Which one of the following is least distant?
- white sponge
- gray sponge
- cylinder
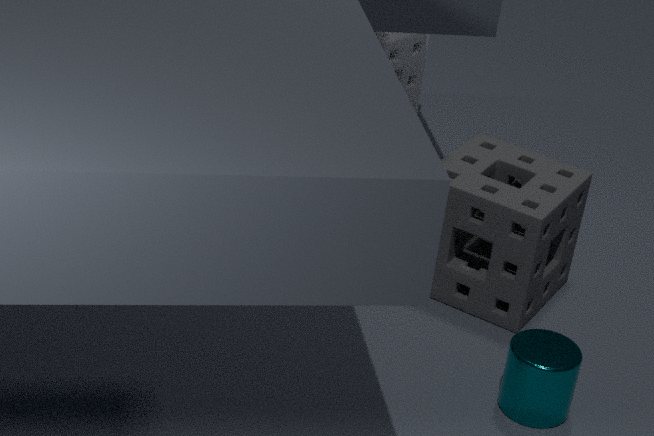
cylinder
